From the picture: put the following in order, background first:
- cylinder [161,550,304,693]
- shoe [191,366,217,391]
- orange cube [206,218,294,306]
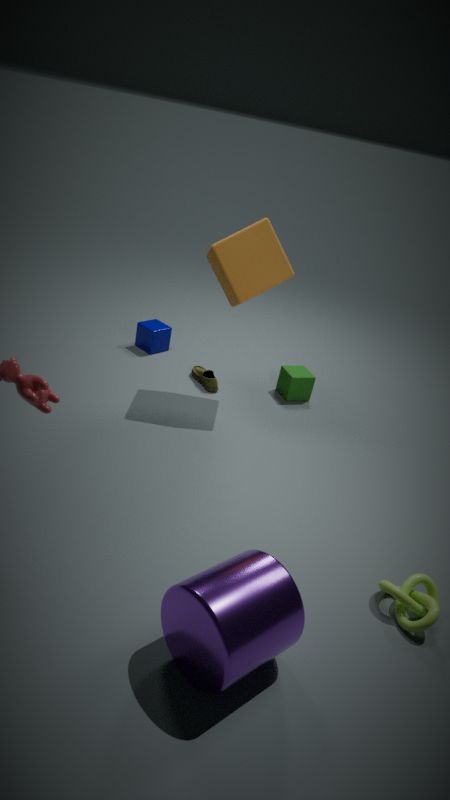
shoe [191,366,217,391], orange cube [206,218,294,306], cylinder [161,550,304,693]
